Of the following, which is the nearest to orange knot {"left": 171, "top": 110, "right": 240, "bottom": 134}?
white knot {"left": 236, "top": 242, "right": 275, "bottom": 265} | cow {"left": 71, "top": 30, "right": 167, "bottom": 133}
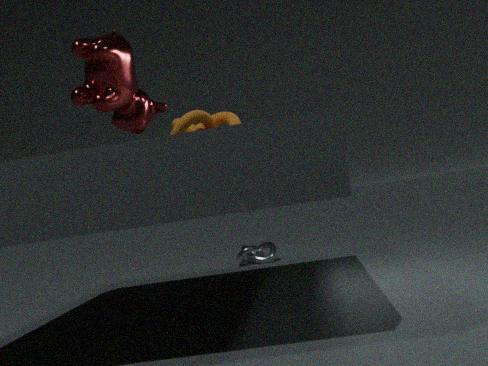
cow {"left": 71, "top": 30, "right": 167, "bottom": 133}
